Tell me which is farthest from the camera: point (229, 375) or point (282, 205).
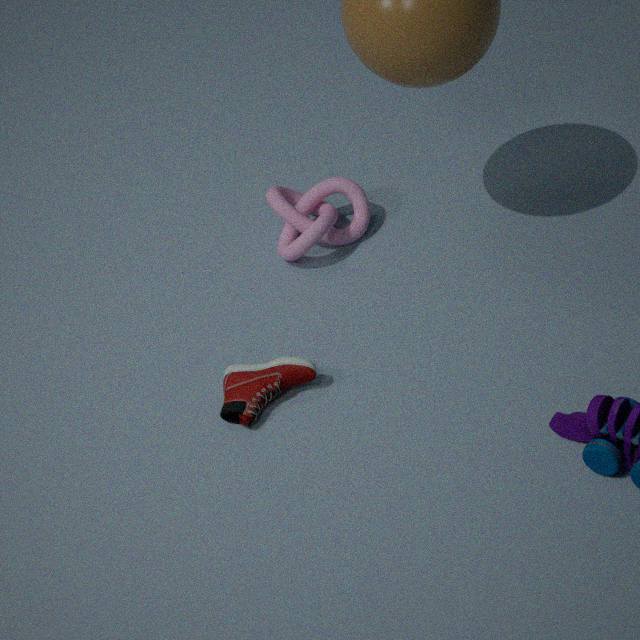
point (282, 205)
